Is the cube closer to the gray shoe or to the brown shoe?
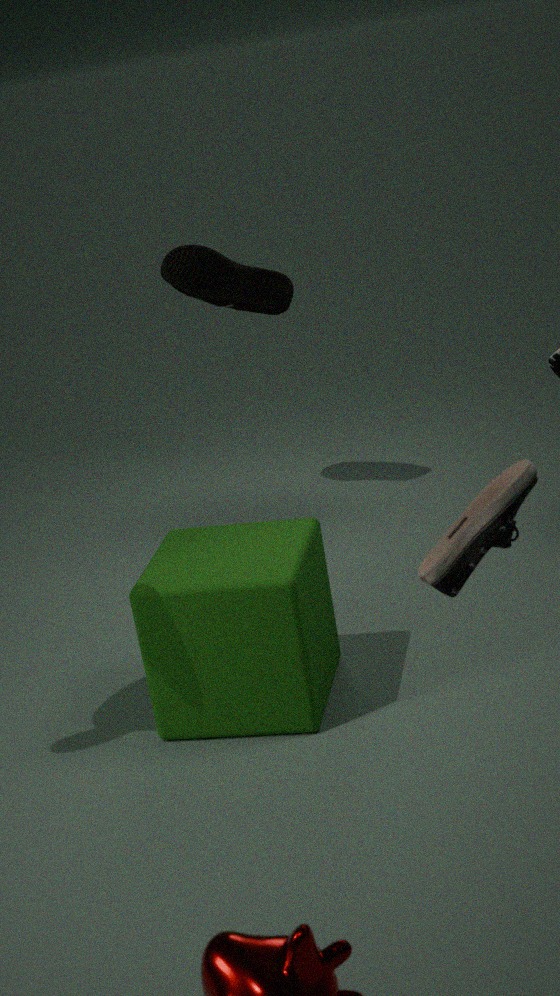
the gray shoe
